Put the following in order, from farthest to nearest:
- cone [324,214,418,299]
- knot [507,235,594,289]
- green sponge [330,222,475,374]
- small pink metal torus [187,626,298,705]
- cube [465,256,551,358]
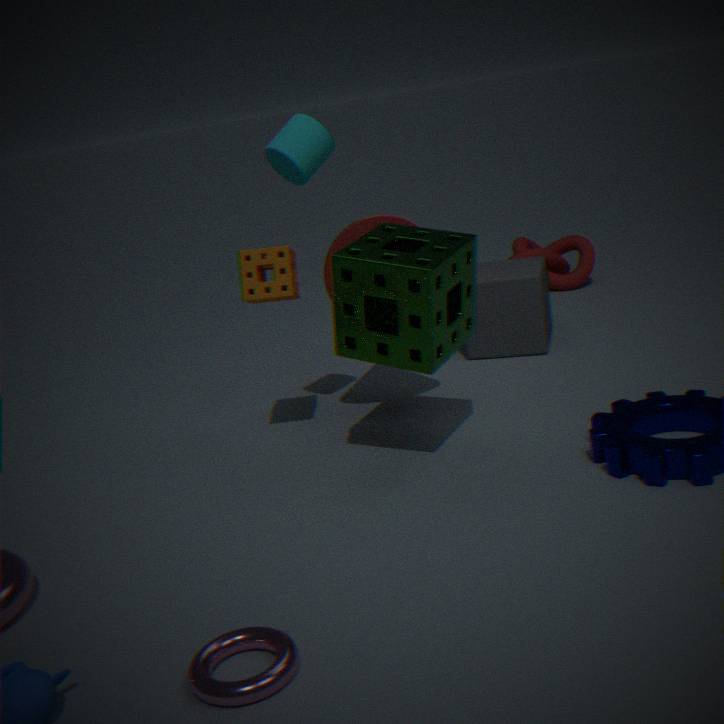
knot [507,235,594,289] → cube [465,256,551,358] → cone [324,214,418,299] → green sponge [330,222,475,374] → small pink metal torus [187,626,298,705]
